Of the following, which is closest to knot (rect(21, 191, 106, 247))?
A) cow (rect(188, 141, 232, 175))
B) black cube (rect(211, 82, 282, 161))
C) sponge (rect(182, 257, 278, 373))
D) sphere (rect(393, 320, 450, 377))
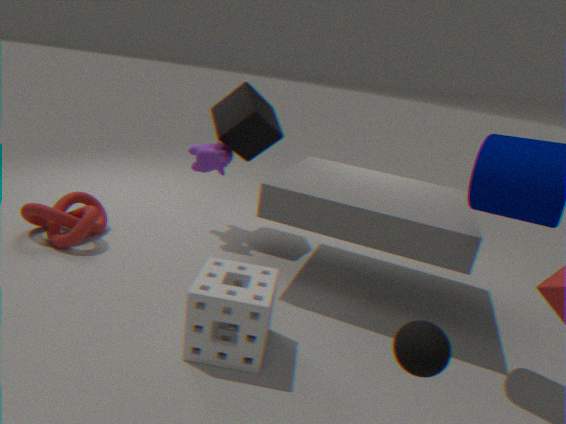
cow (rect(188, 141, 232, 175))
